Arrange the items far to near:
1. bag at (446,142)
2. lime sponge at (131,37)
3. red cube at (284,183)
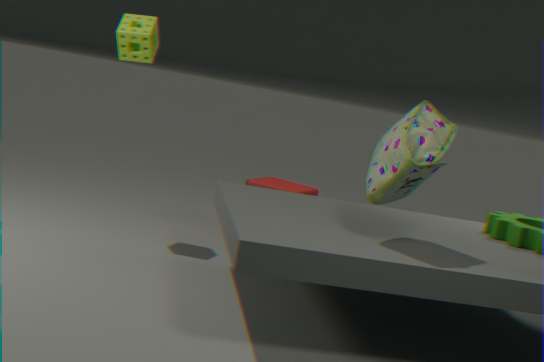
red cube at (284,183) → lime sponge at (131,37) → bag at (446,142)
